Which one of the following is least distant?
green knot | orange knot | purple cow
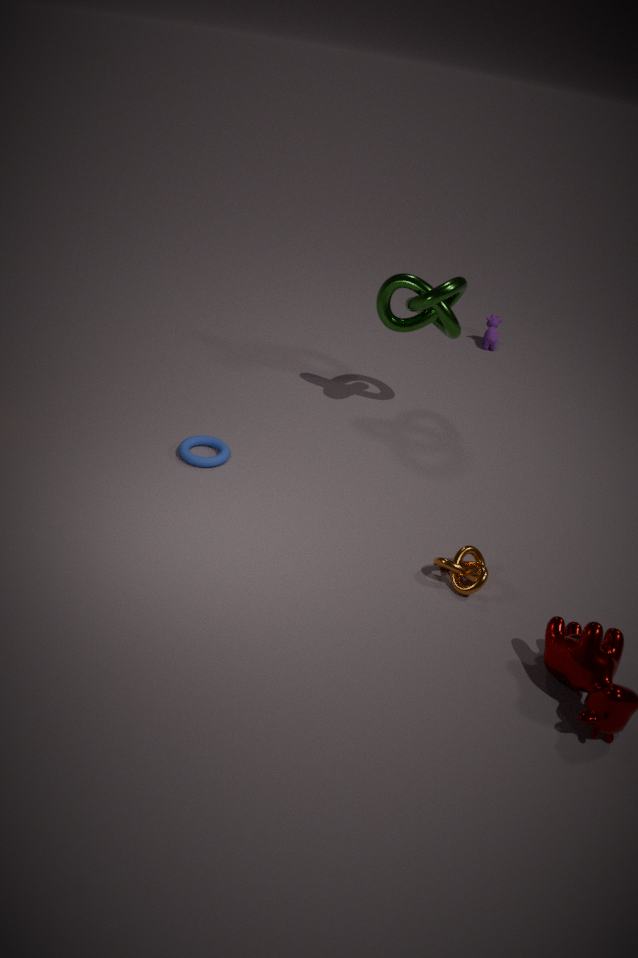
orange knot
